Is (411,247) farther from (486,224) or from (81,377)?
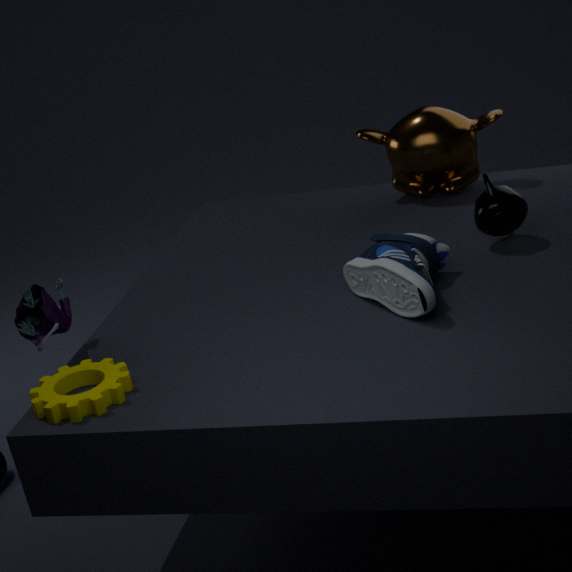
(81,377)
